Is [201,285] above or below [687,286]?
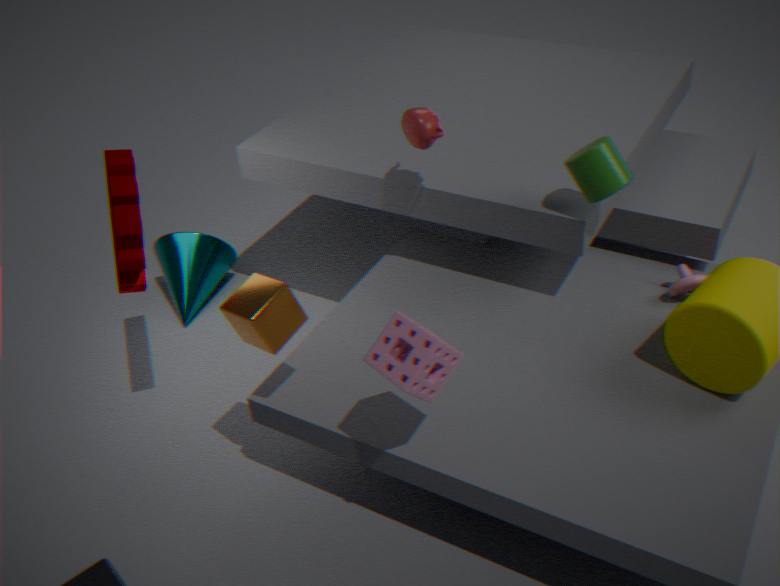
below
